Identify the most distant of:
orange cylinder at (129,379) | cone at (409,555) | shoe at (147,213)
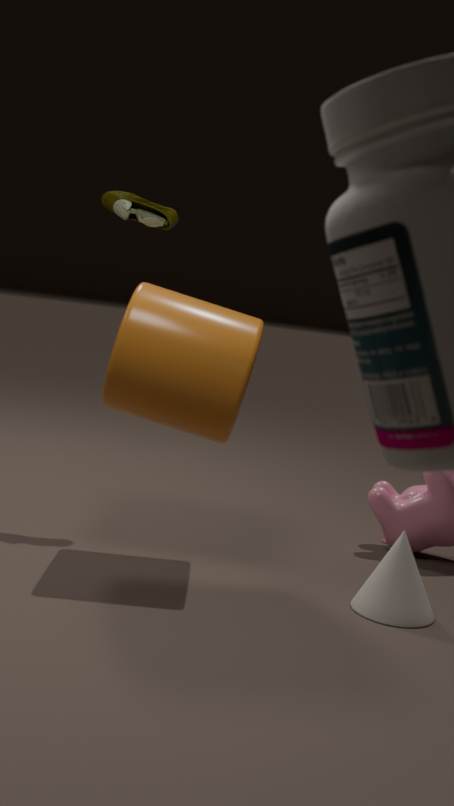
shoe at (147,213)
